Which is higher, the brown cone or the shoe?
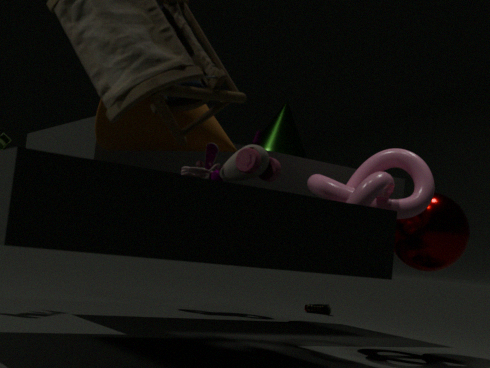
the brown cone
